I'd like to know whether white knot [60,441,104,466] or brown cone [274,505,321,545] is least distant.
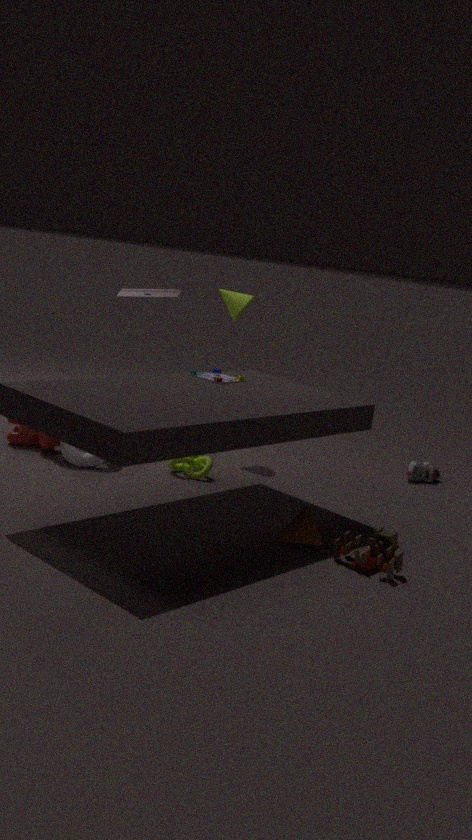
brown cone [274,505,321,545]
